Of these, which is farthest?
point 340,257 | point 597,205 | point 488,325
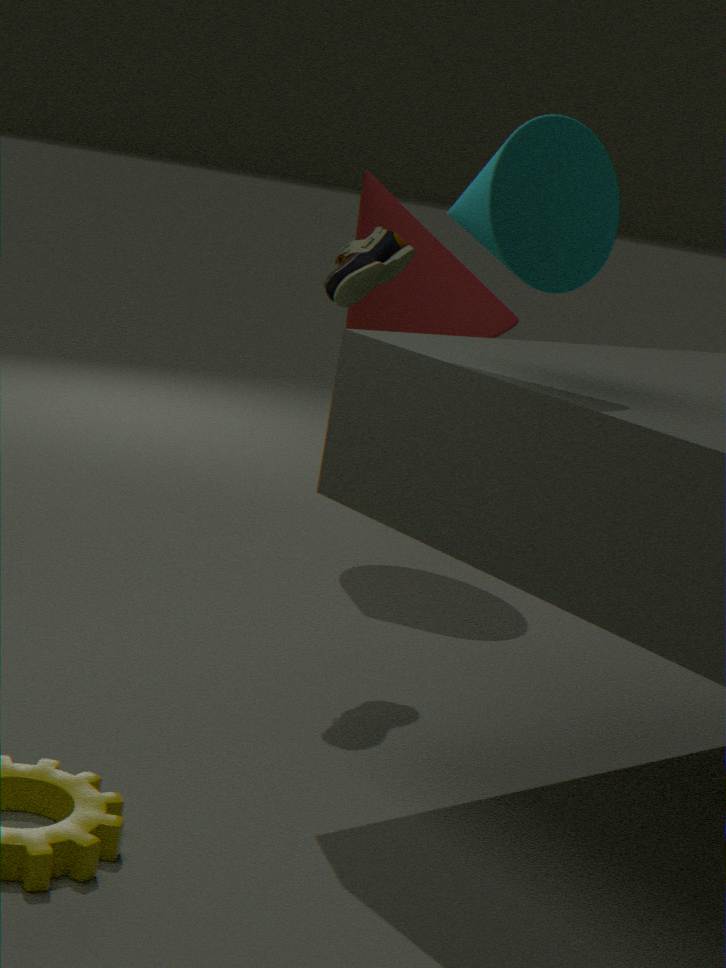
point 488,325
